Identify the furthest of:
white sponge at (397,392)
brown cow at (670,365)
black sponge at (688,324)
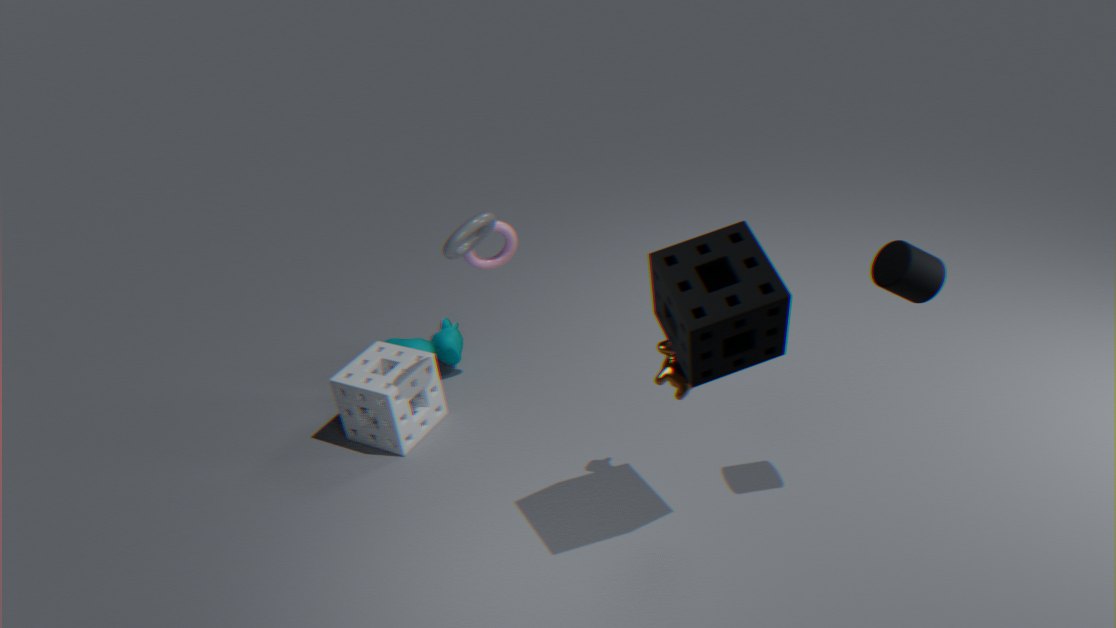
white sponge at (397,392)
